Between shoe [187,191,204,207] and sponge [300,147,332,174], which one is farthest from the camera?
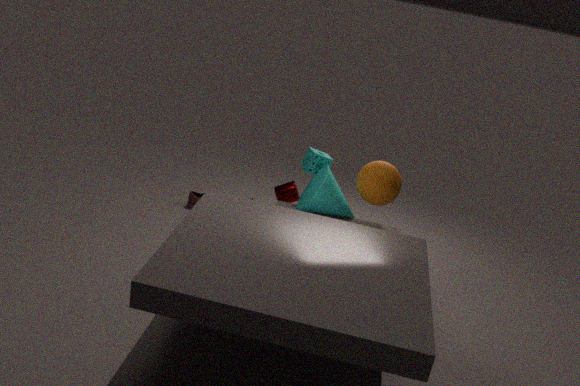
shoe [187,191,204,207]
